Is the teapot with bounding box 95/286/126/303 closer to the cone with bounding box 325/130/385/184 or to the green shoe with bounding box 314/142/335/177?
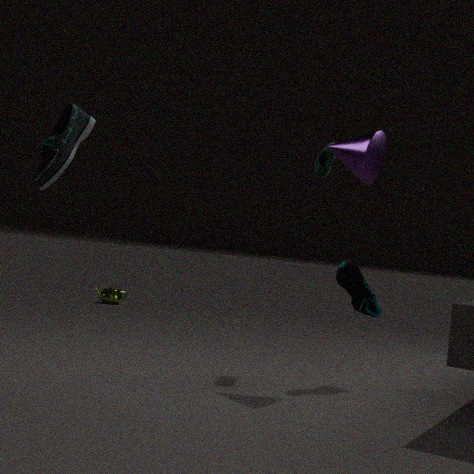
the green shoe with bounding box 314/142/335/177
